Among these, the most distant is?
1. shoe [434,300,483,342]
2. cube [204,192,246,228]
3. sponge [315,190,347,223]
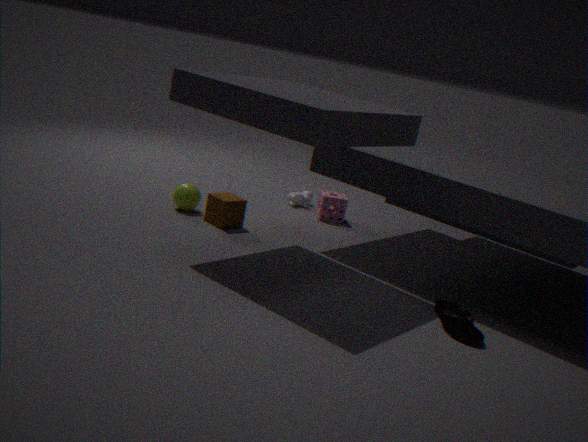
sponge [315,190,347,223]
